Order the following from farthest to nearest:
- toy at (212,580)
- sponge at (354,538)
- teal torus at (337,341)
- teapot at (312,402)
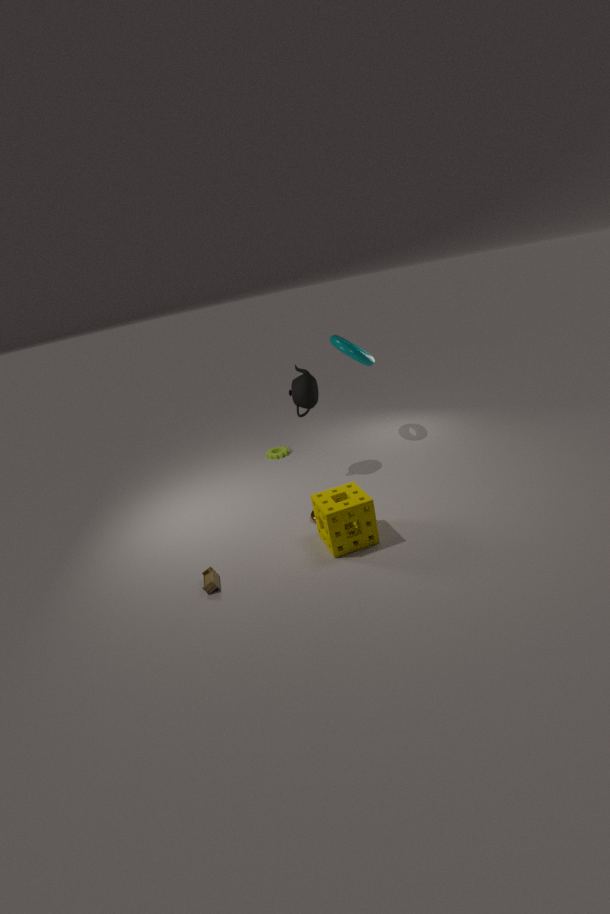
teal torus at (337,341) < teapot at (312,402) < sponge at (354,538) < toy at (212,580)
